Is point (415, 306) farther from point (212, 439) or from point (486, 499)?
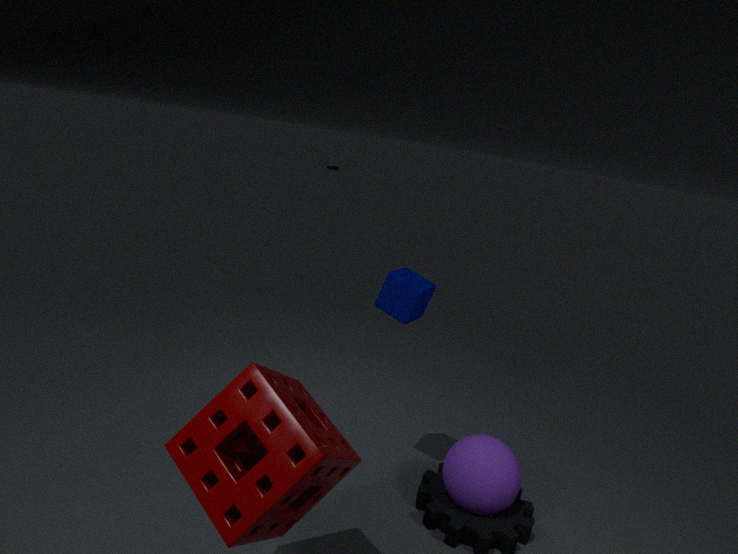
point (212, 439)
